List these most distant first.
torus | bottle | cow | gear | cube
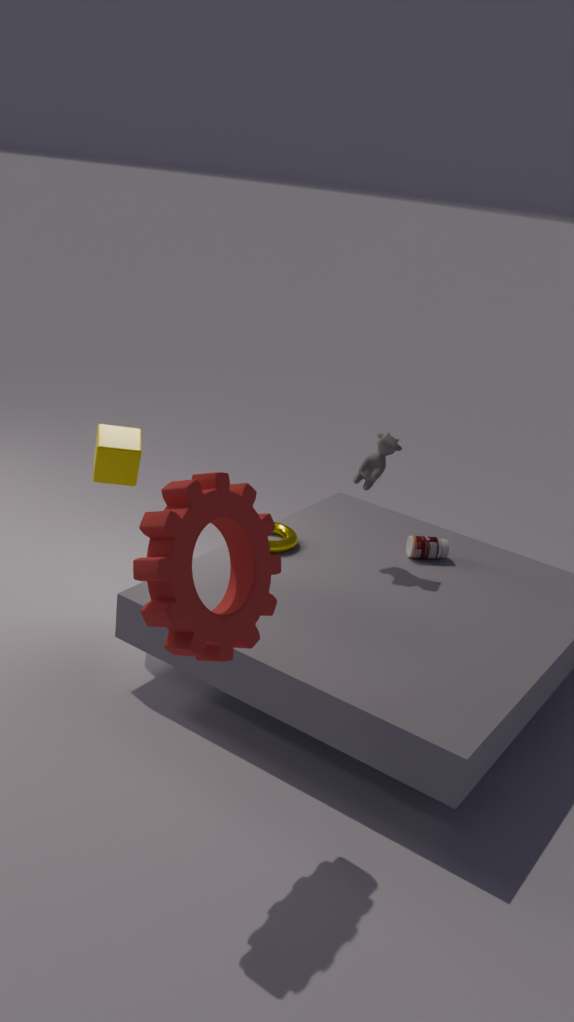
bottle → torus → cow → cube → gear
